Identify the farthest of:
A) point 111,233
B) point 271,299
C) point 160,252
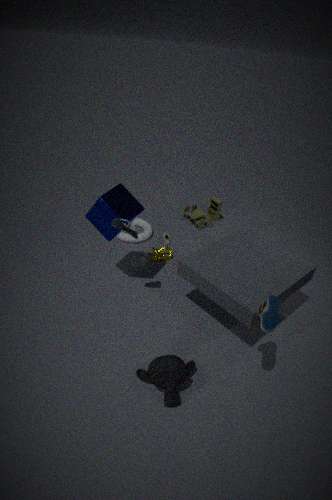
point 160,252
